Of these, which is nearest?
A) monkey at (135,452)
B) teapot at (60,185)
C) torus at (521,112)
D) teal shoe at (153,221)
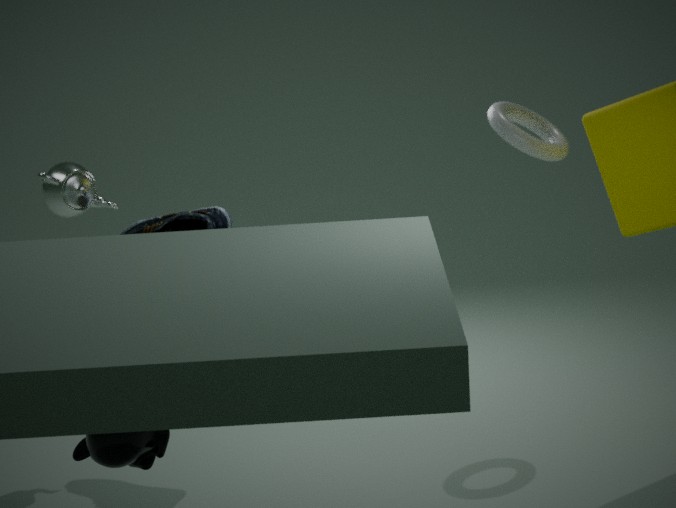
monkey at (135,452)
